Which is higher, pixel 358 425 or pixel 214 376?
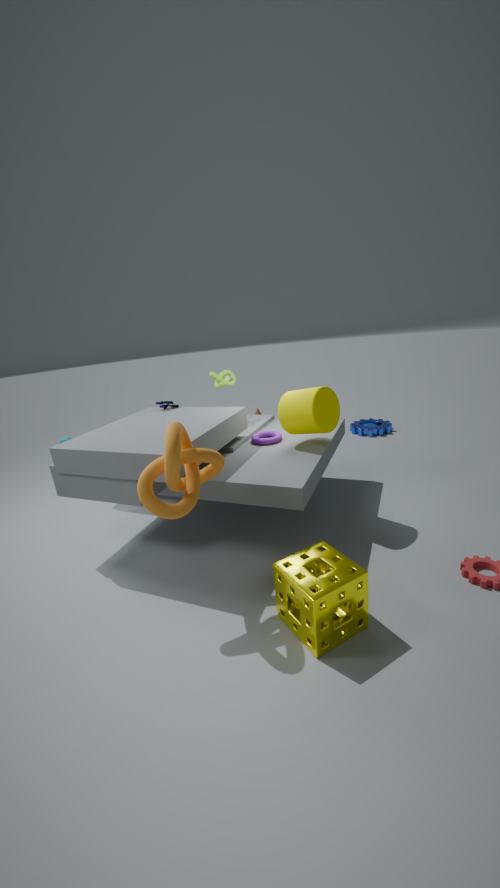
pixel 214 376
